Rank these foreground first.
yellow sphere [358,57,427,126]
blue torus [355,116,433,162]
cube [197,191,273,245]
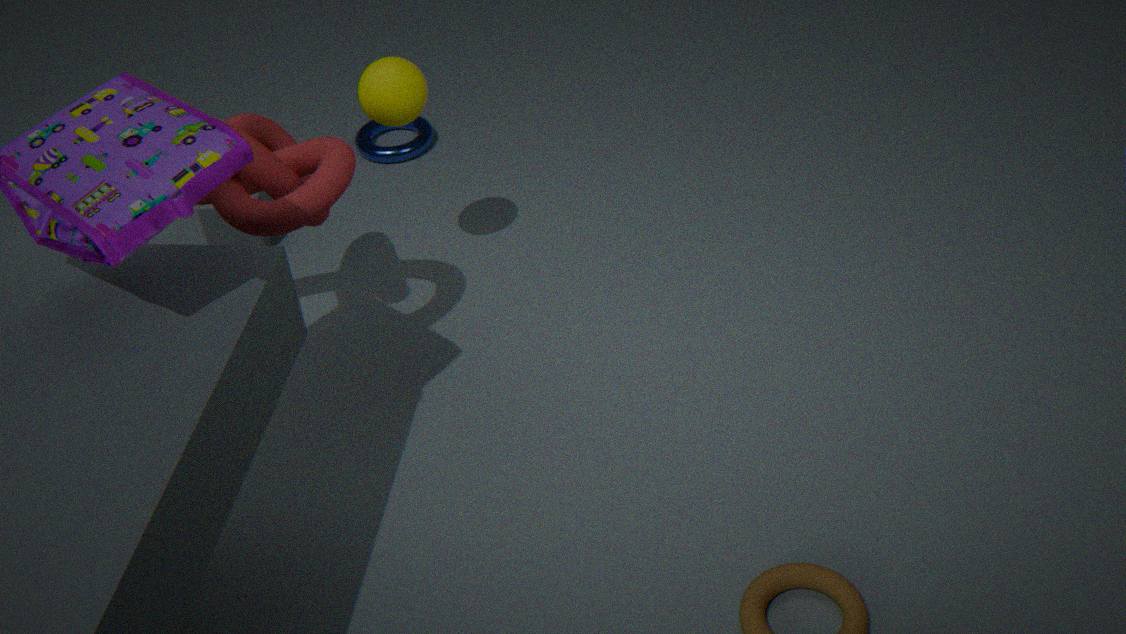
yellow sphere [358,57,427,126], cube [197,191,273,245], blue torus [355,116,433,162]
